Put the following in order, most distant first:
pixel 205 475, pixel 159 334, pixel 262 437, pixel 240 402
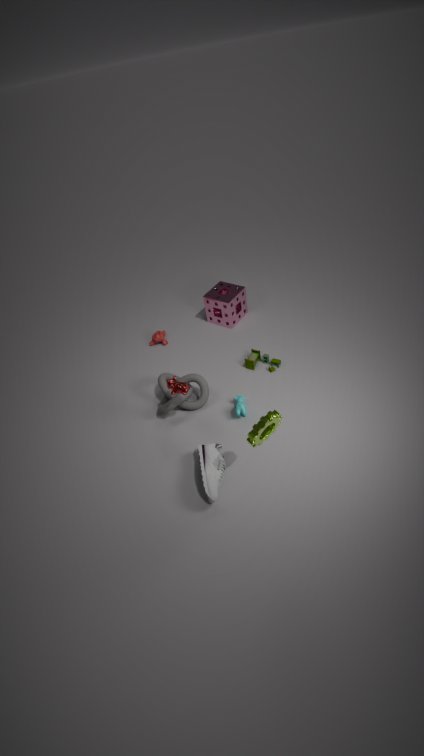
1. pixel 159 334
2. pixel 240 402
3. pixel 205 475
4. pixel 262 437
